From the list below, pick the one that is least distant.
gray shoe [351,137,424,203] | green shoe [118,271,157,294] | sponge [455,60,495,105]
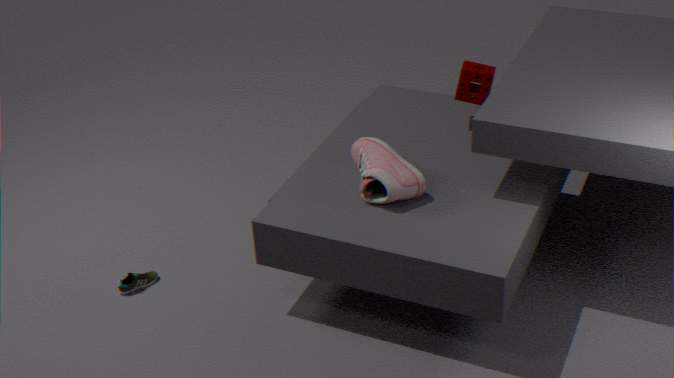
gray shoe [351,137,424,203]
